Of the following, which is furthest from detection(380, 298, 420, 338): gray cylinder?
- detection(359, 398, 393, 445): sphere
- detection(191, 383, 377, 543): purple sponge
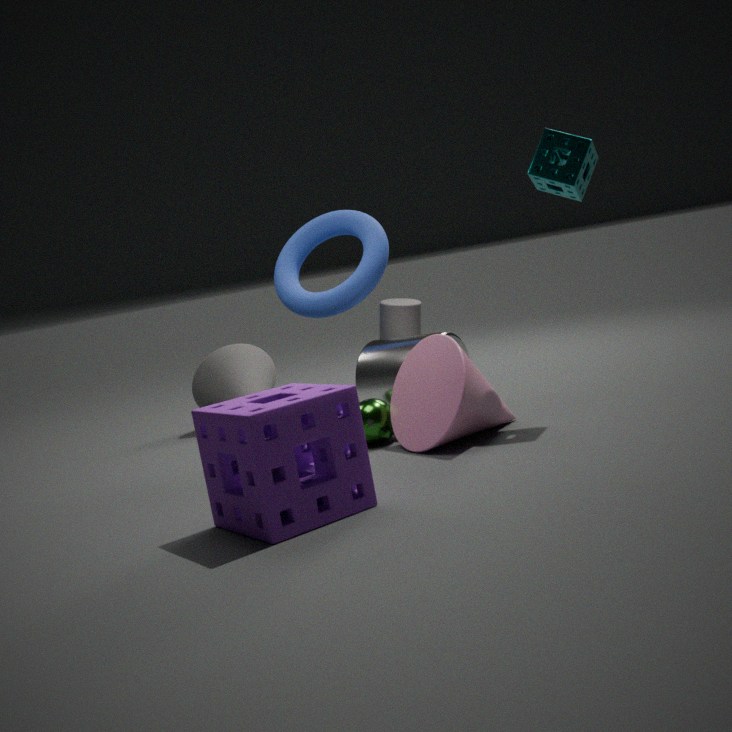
detection(191, 383, 377, 543): purple sponge
